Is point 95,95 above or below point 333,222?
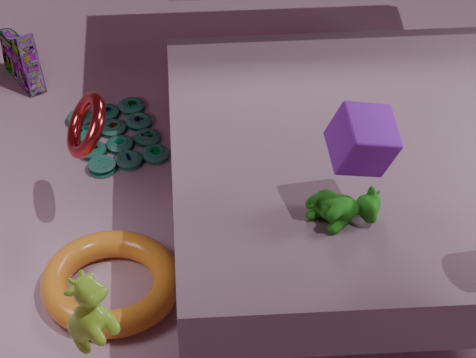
below
